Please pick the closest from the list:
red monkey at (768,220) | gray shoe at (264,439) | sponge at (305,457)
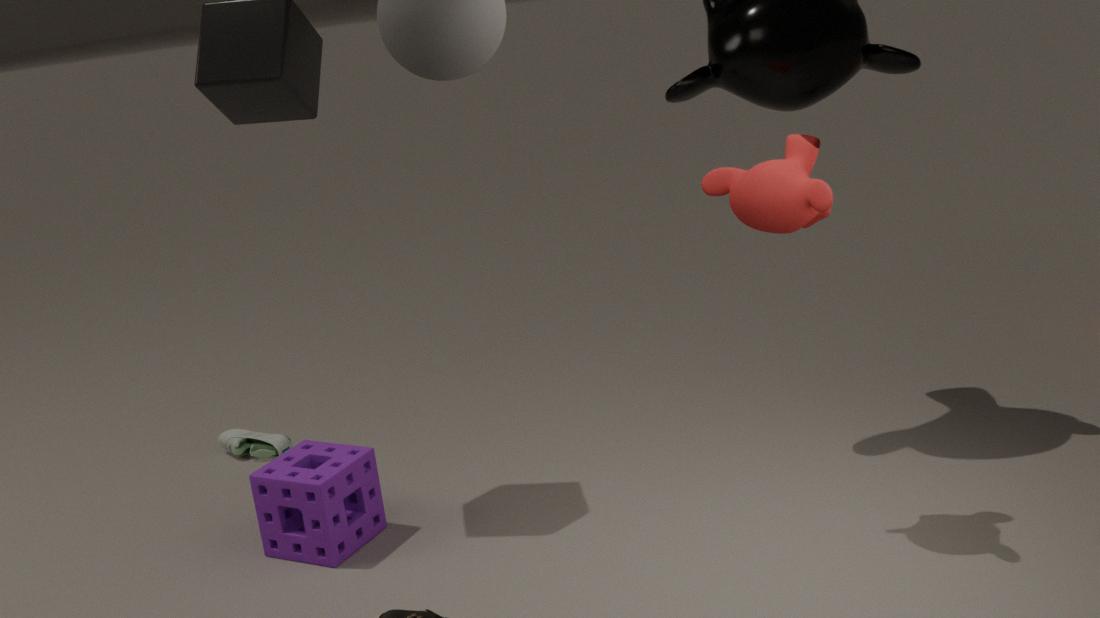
red monkey at (768,220)
